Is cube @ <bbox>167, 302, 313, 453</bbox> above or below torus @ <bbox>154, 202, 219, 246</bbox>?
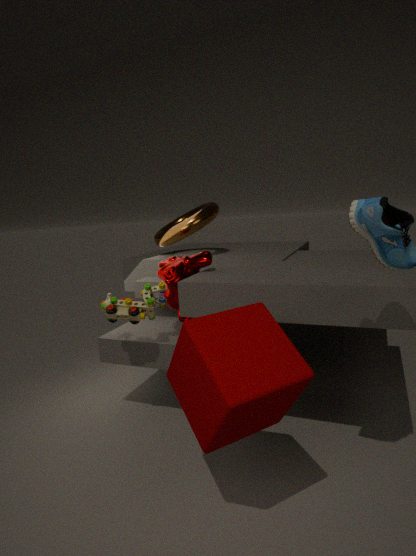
below
